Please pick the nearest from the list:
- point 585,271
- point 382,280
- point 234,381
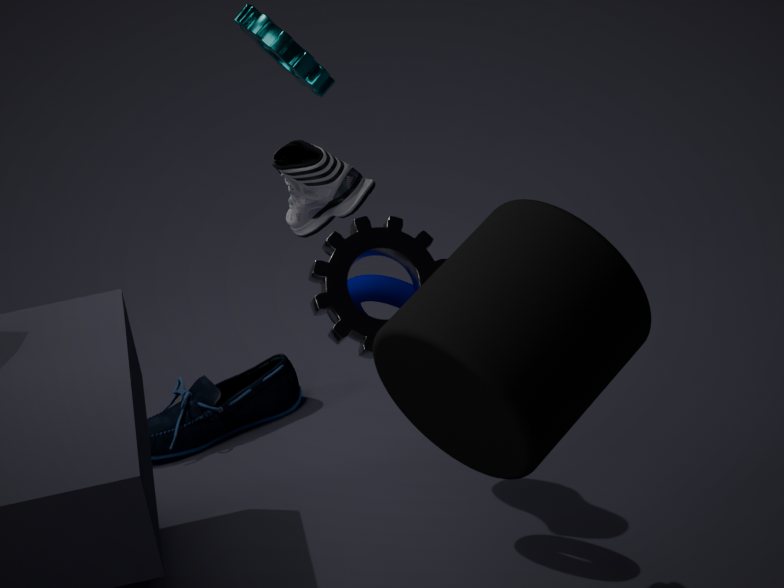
point 585,271
